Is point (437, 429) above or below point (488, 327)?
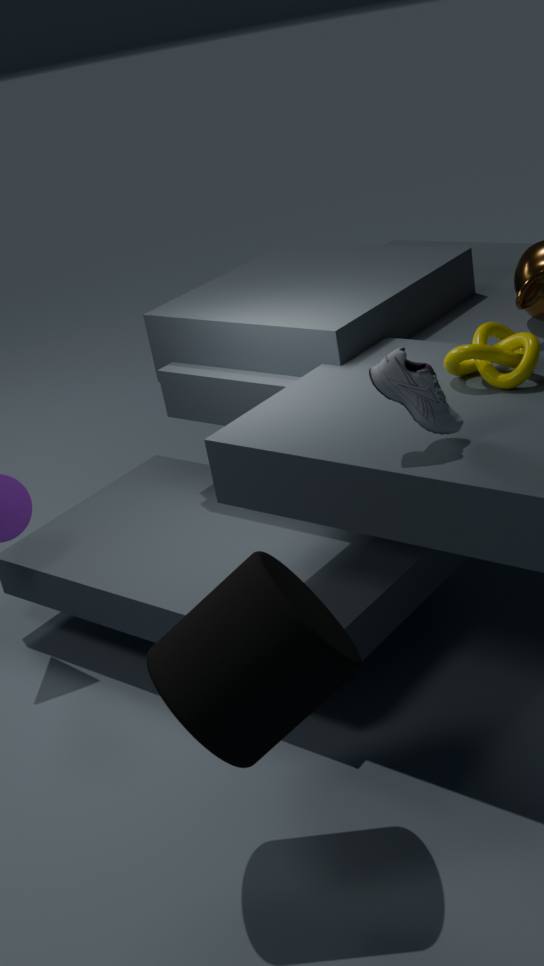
above
